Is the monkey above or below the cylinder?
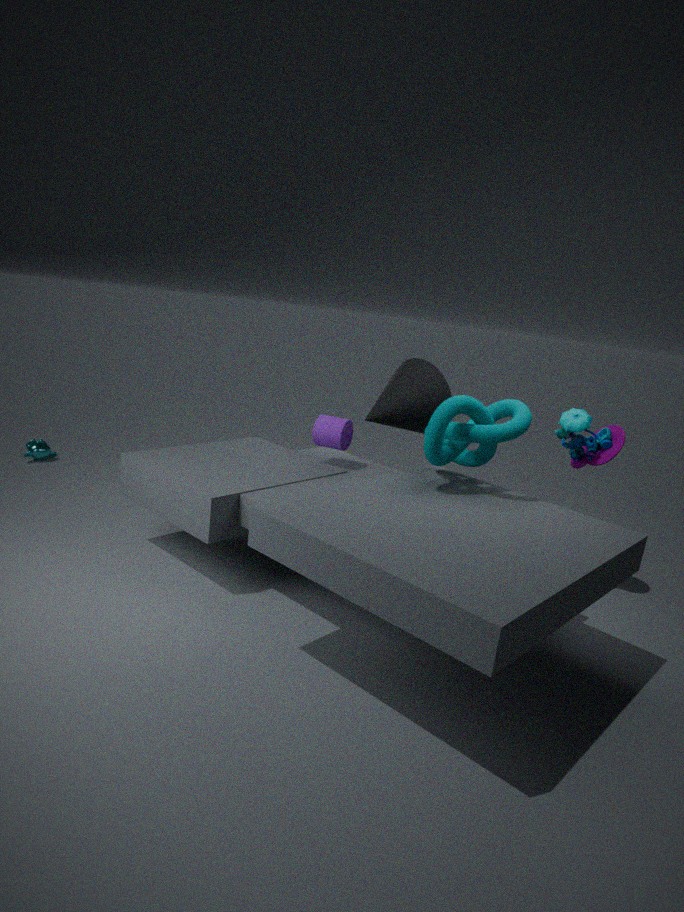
below
